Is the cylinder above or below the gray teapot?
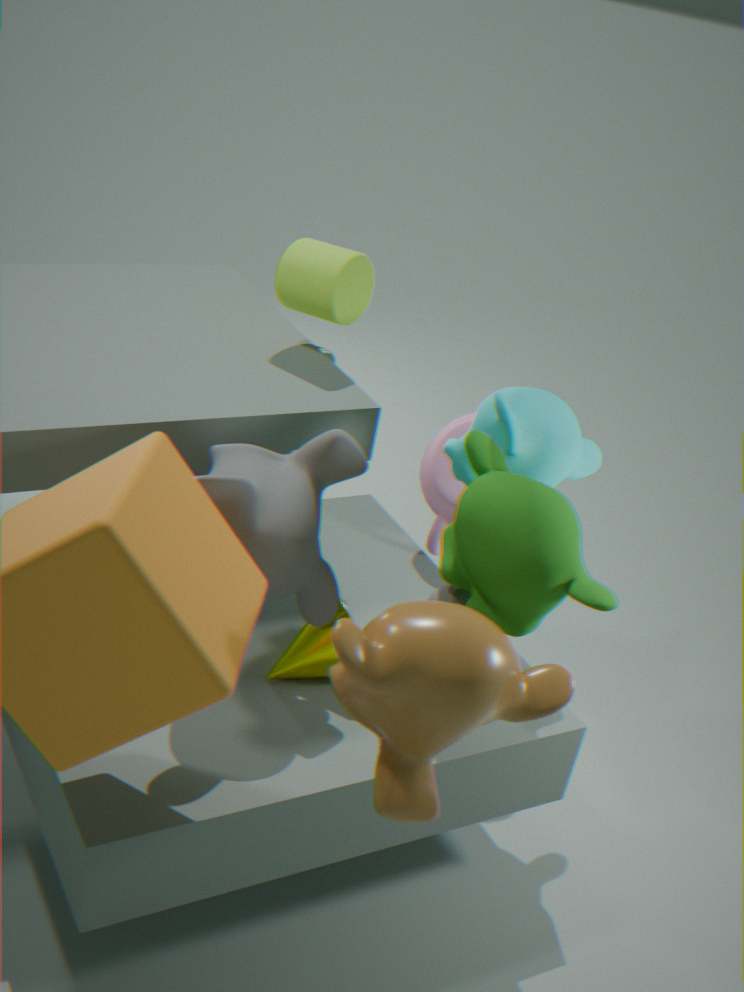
above
